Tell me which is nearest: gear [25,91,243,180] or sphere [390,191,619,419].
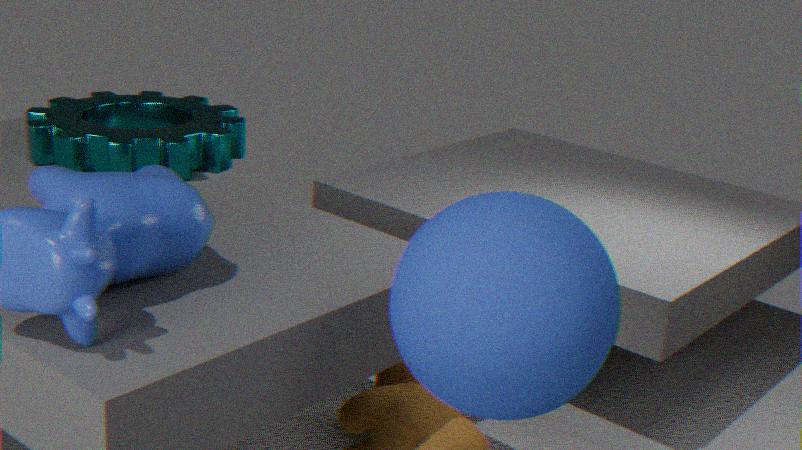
sphere [390,191,619,419]
